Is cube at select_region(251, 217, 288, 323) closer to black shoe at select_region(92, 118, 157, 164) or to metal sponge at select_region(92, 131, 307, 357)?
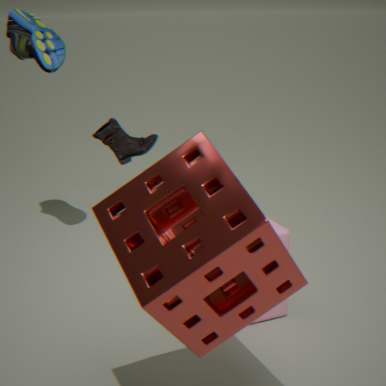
metal sponge at select_region(92, 131, 307, 357)
